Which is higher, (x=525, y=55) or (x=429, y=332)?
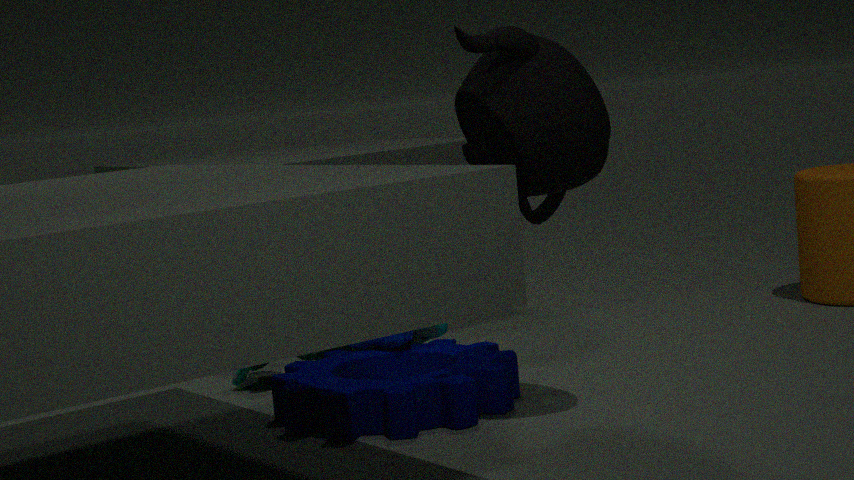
(x=525, y=55)
